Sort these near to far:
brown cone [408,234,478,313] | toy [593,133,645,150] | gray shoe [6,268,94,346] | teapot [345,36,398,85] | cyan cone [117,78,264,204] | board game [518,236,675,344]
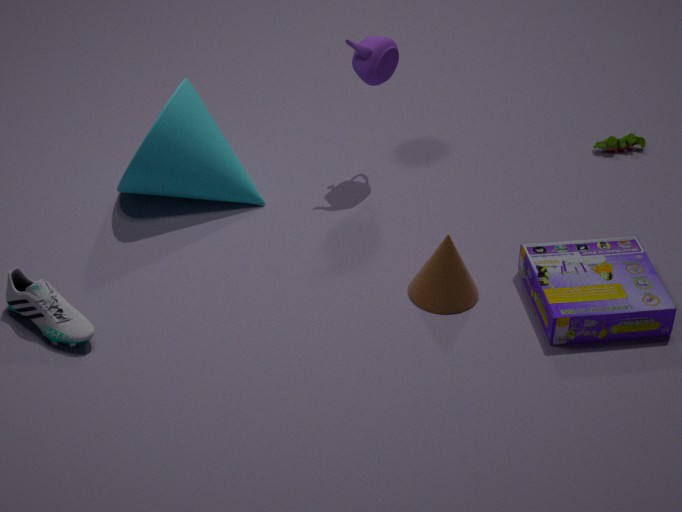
1. gray shoe [6,268,94,346]
2. board game [518,236,675,344]
3. brown cone [408,234,478,313]
4. cyan cone [117,78,264,204]
5. teapot [345,36,398,85]
6. toy [593,133,645,150]
